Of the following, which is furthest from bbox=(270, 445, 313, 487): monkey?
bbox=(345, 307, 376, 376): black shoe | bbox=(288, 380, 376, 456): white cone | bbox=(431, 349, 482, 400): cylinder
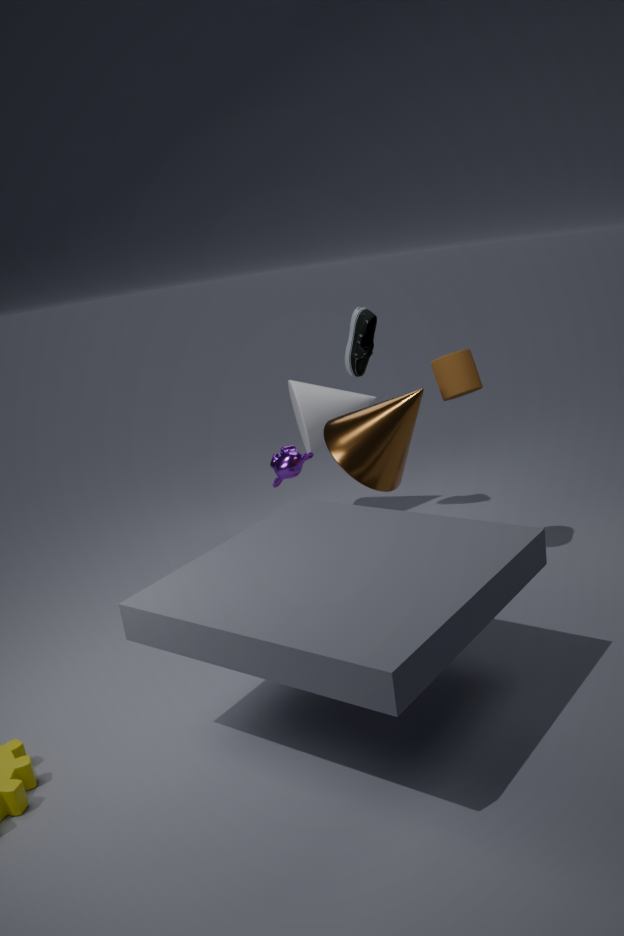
bbox=(431, 349, 482, 400): cylinder
